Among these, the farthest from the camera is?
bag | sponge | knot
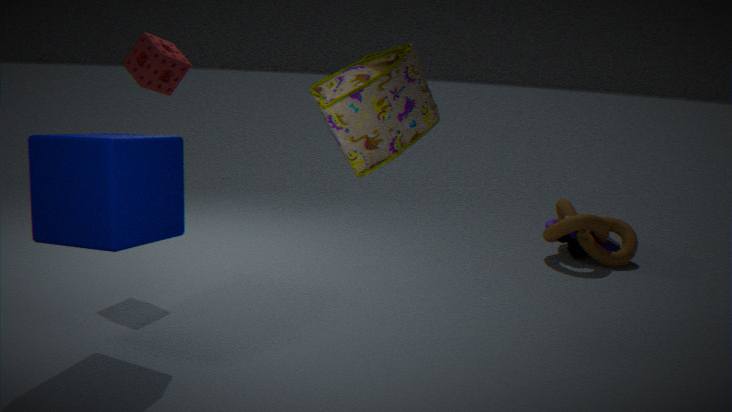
knot
